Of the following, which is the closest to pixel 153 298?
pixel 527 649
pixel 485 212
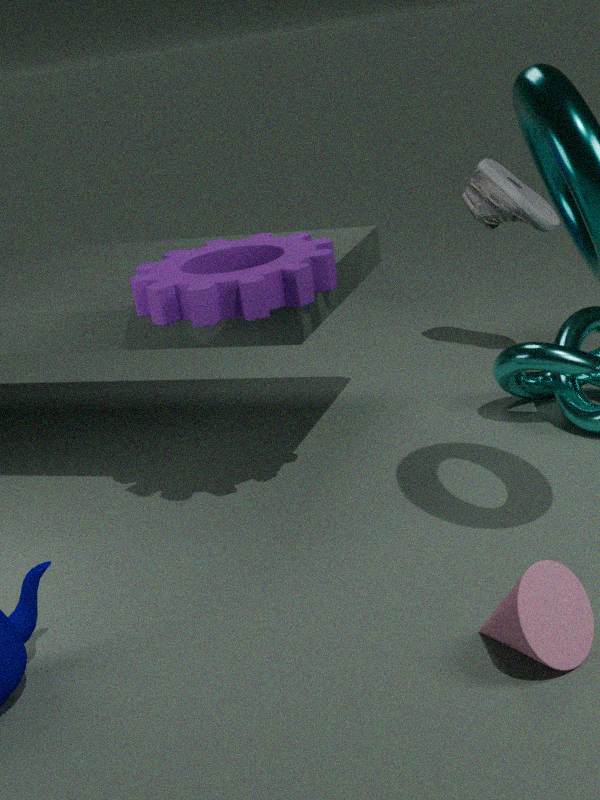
pixel 485 212
